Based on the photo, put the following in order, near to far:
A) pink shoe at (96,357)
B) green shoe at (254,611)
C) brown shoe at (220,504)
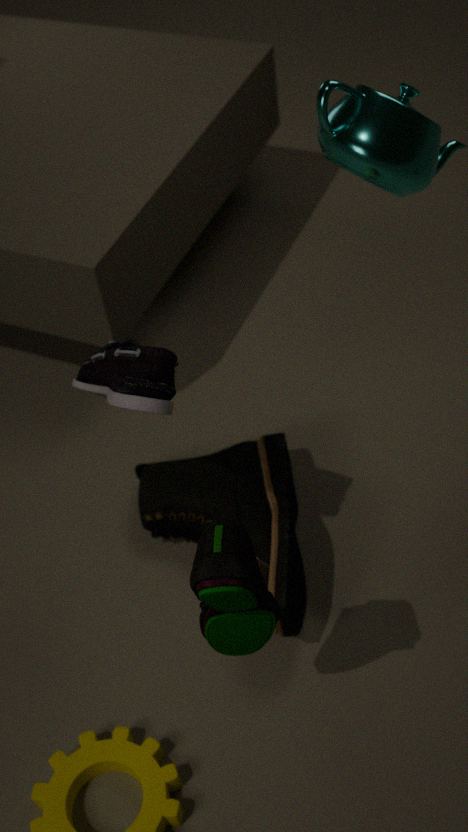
green shoe at (254,611) < pink shoe at (96,357) < brown shoe at (220,504)
